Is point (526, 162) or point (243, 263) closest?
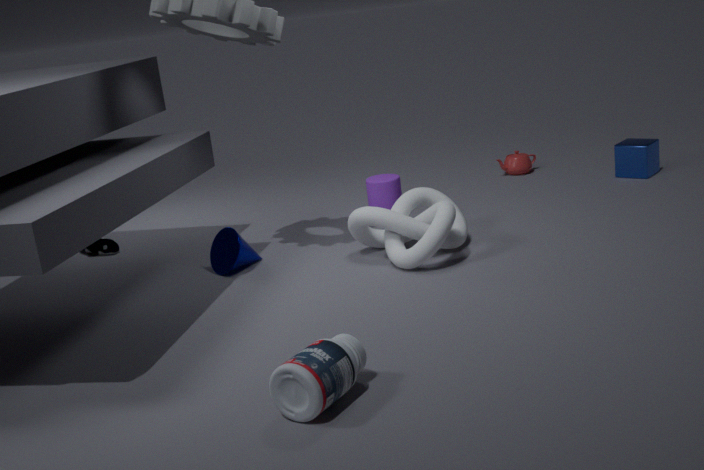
point (243, 263)
